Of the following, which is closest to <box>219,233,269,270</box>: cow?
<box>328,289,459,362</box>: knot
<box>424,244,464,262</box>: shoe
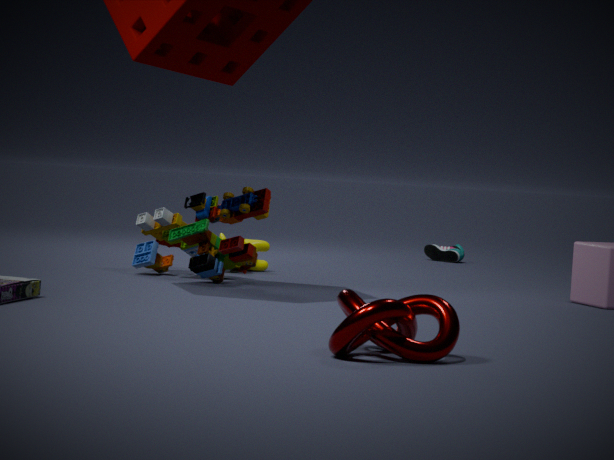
<box>424,244,464,262</box>: shoe
